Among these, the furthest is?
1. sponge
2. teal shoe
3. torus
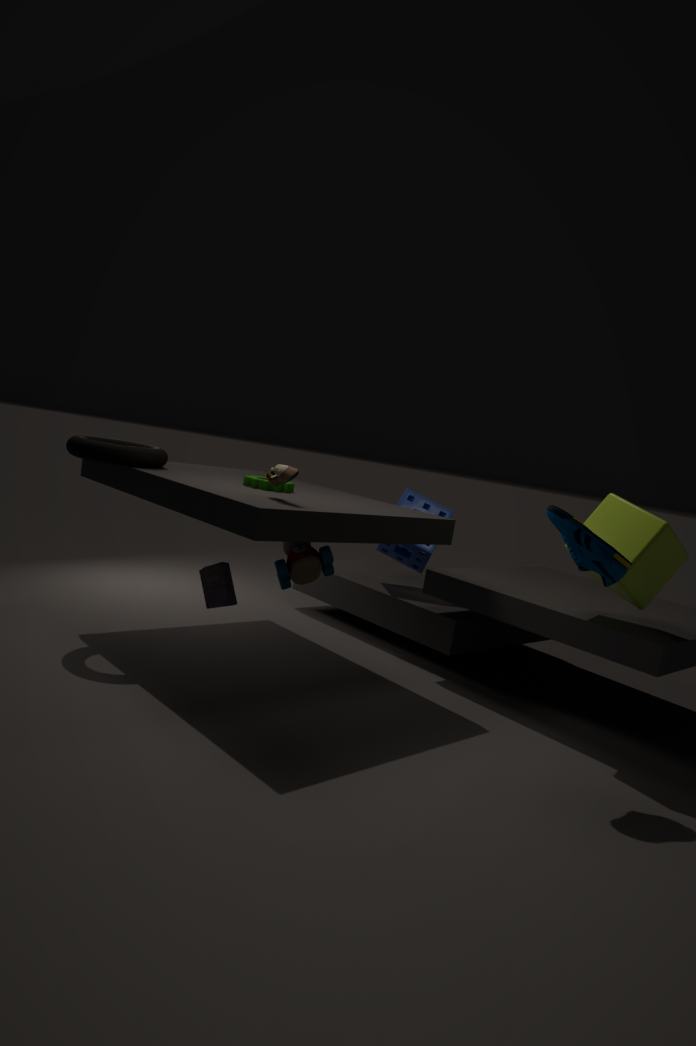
sponge
